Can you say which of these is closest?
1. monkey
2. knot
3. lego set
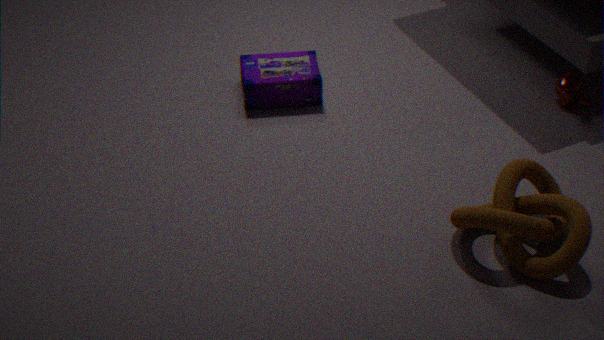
knot
